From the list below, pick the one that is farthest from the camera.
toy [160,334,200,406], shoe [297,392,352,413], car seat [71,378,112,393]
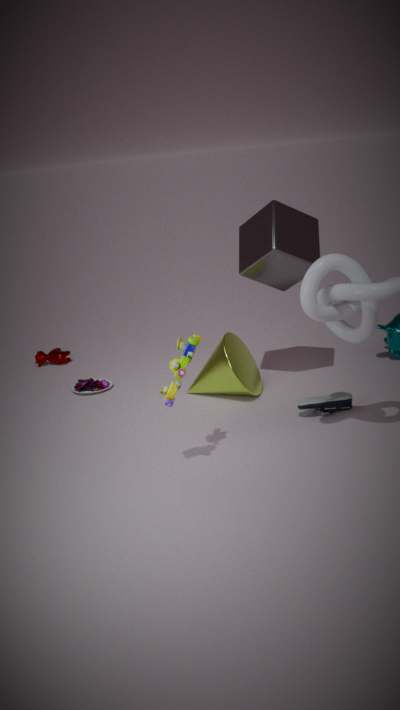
car seat [71,378,112,393]
